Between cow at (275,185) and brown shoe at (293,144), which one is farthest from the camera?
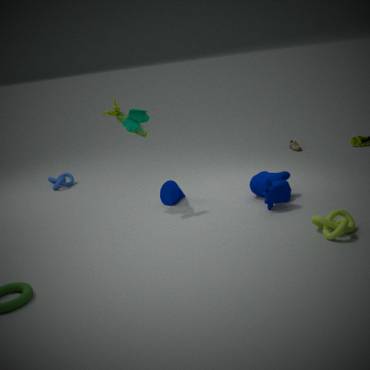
brown shoe at (293,144)
